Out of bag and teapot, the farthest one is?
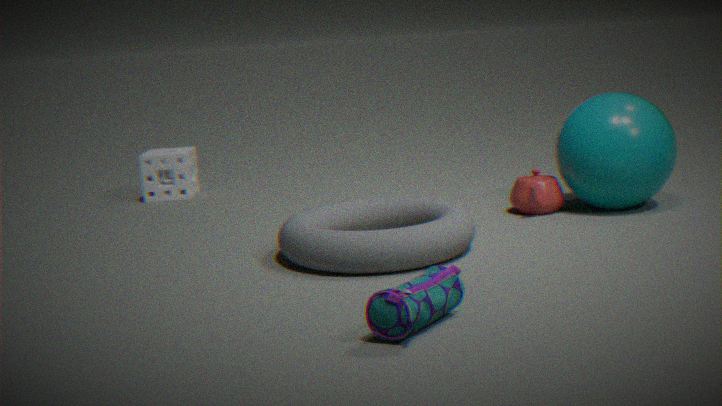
teapot
